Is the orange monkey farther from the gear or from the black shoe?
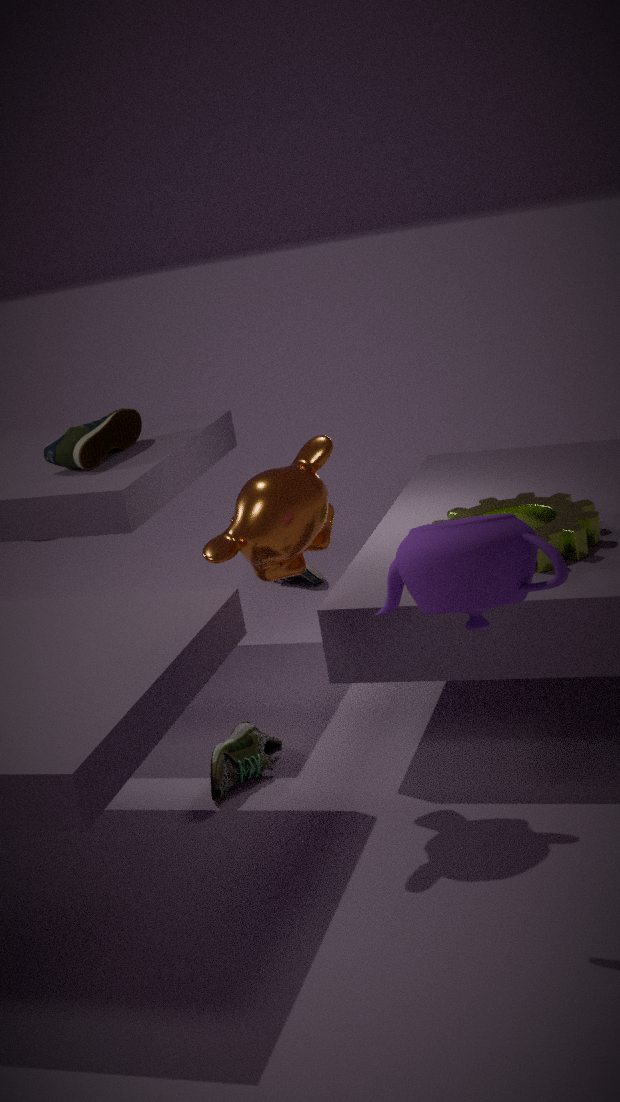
the black shoe
